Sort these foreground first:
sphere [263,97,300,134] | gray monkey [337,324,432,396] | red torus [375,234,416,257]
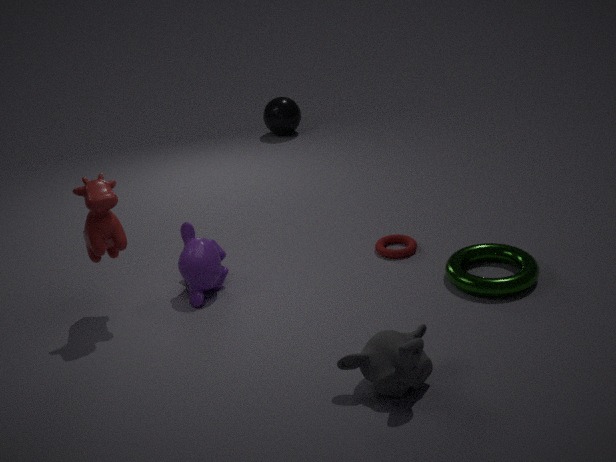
gray monkey [337,324,432,396] < red torus [375,234,416,257] < sphere [263,97,300,134]
